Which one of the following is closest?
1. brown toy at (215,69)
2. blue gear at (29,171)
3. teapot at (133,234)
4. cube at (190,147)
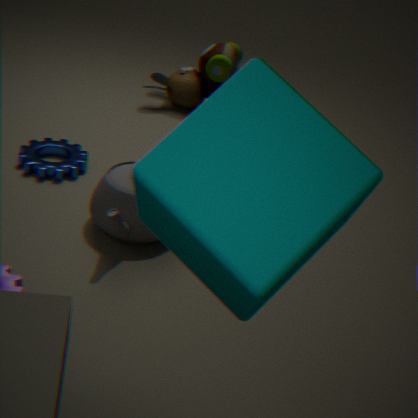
cube at (190,147)
